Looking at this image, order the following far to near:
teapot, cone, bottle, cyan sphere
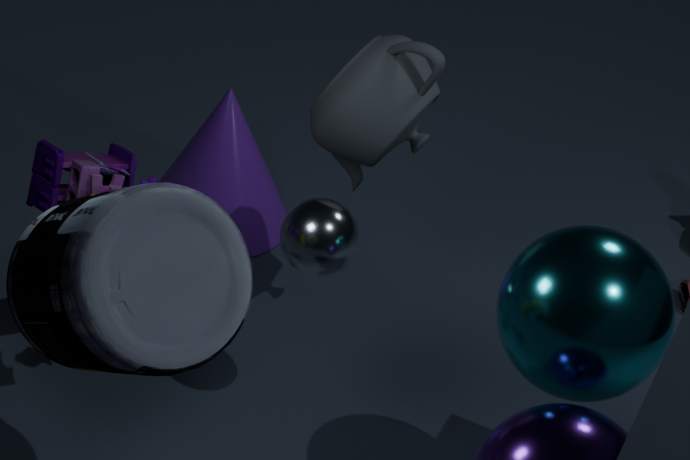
1. cone
2. teapot
3. cyan sphere
4. bottle
